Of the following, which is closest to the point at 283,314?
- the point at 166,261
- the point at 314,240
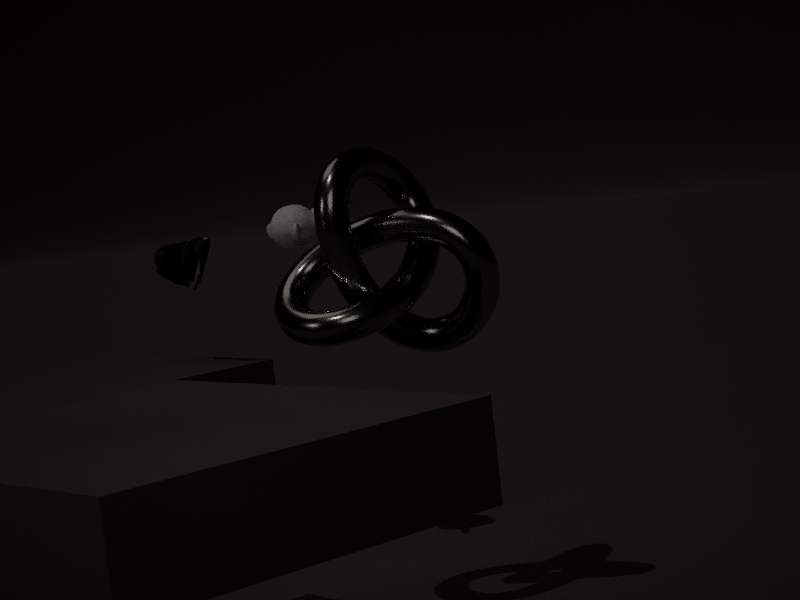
the point at 314,240
